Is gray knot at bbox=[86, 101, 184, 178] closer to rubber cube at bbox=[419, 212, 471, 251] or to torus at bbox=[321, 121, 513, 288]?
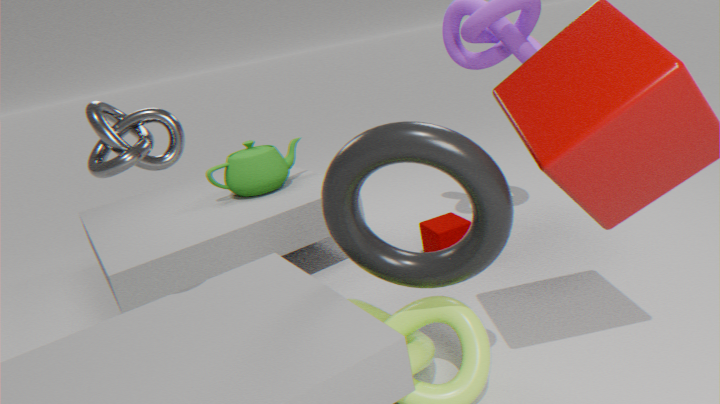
torus at bbox=[321, 121, 513, 288]
